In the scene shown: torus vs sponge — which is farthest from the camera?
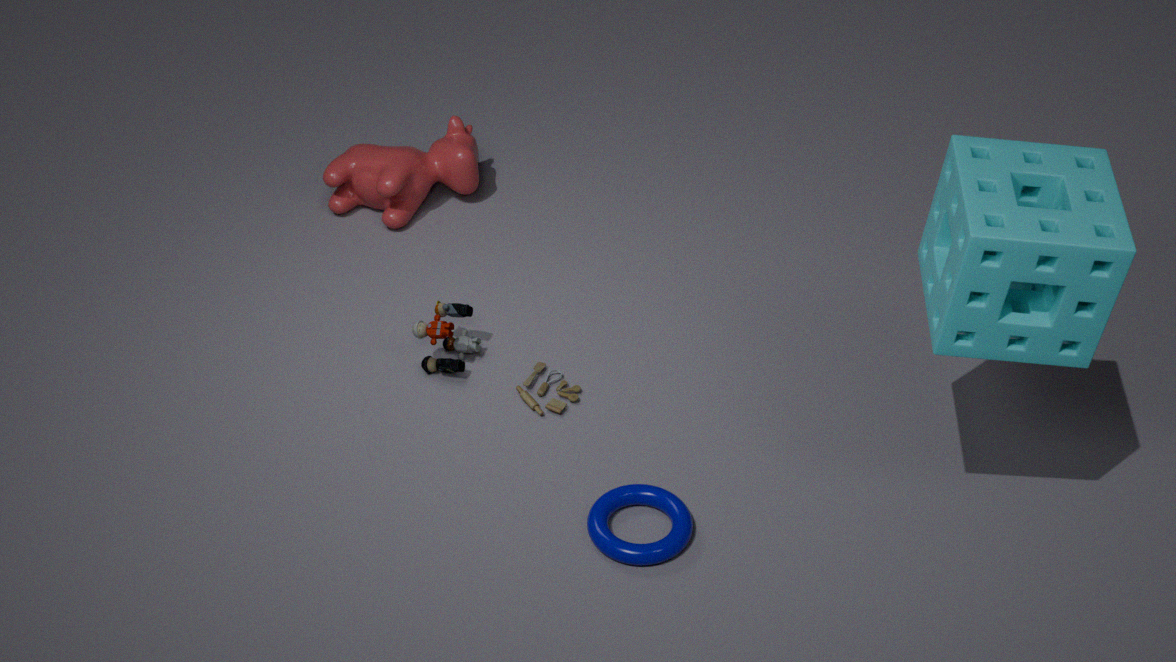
torus
